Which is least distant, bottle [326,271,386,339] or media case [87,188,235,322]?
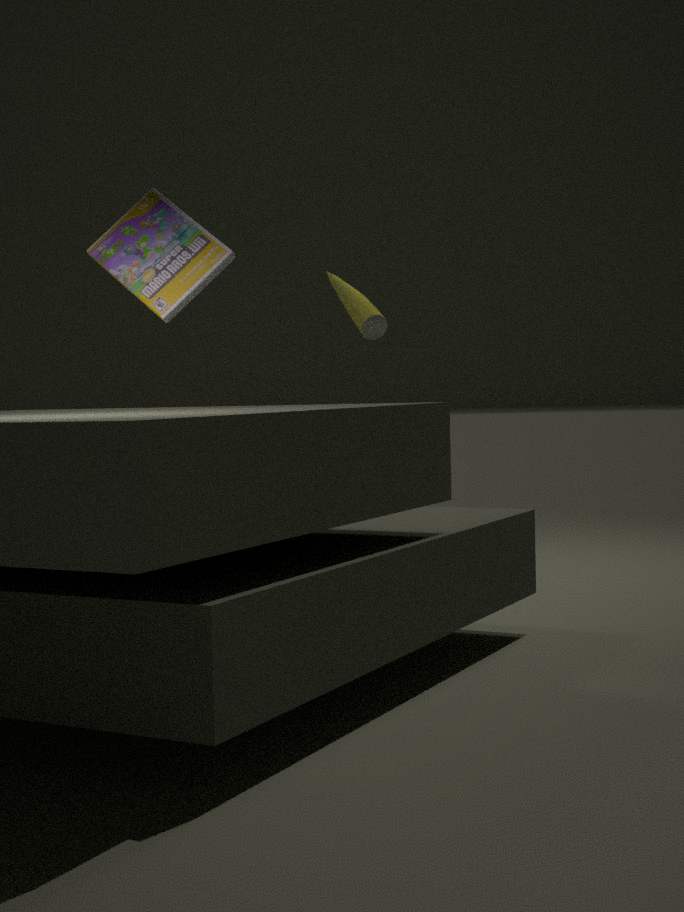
media case [87,188,235,322]
